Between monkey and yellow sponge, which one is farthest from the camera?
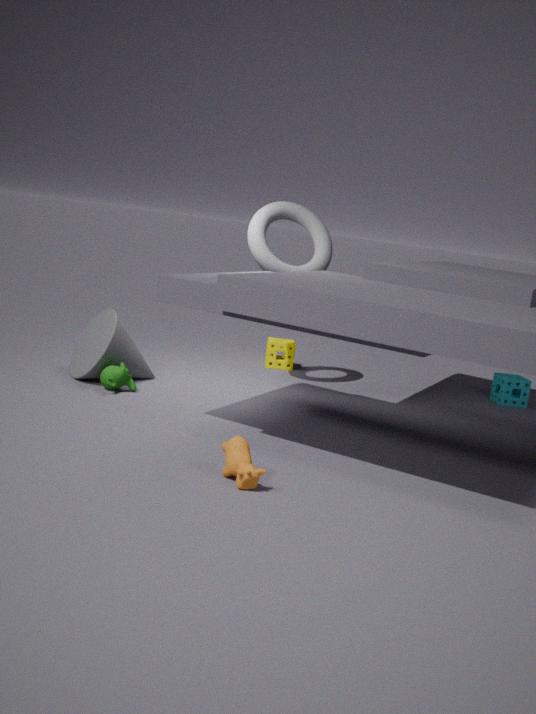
yellow sponge
